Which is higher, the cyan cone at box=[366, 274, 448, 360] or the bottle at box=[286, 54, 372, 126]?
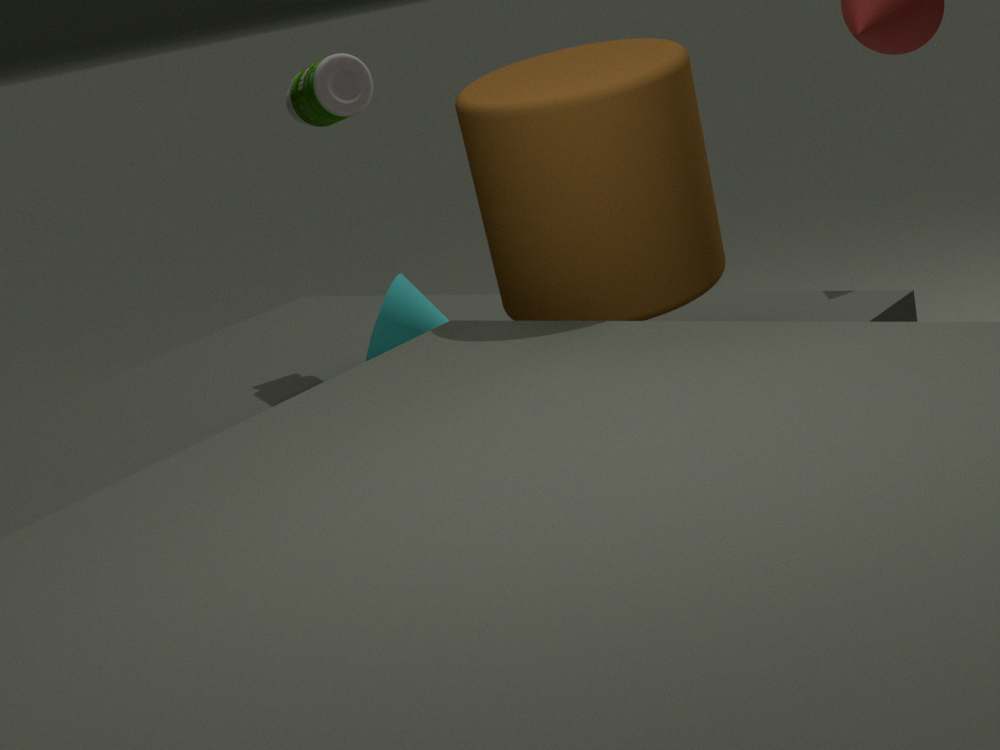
the bottle at box=[286, 54, 372, 126]
